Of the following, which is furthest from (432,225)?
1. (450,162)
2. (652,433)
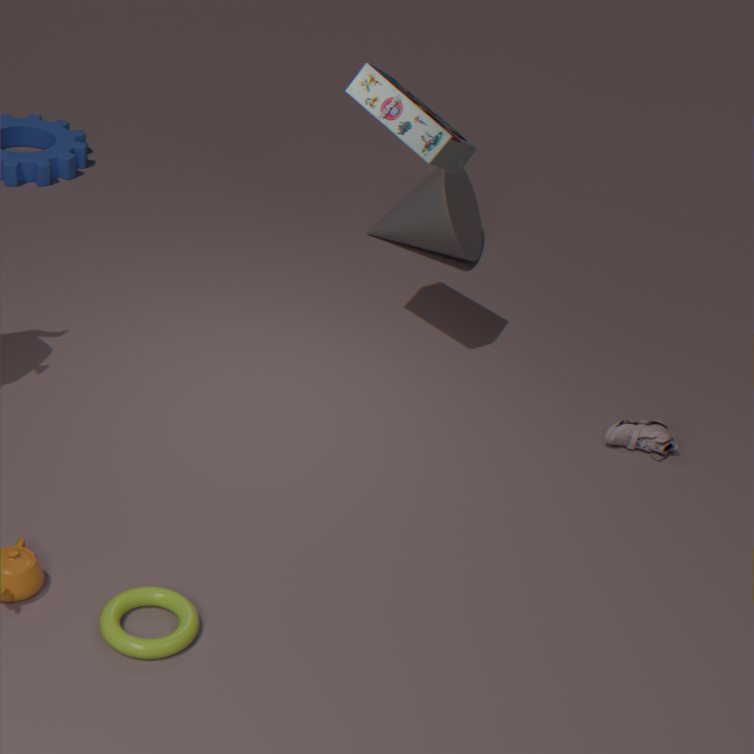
(652,433)
